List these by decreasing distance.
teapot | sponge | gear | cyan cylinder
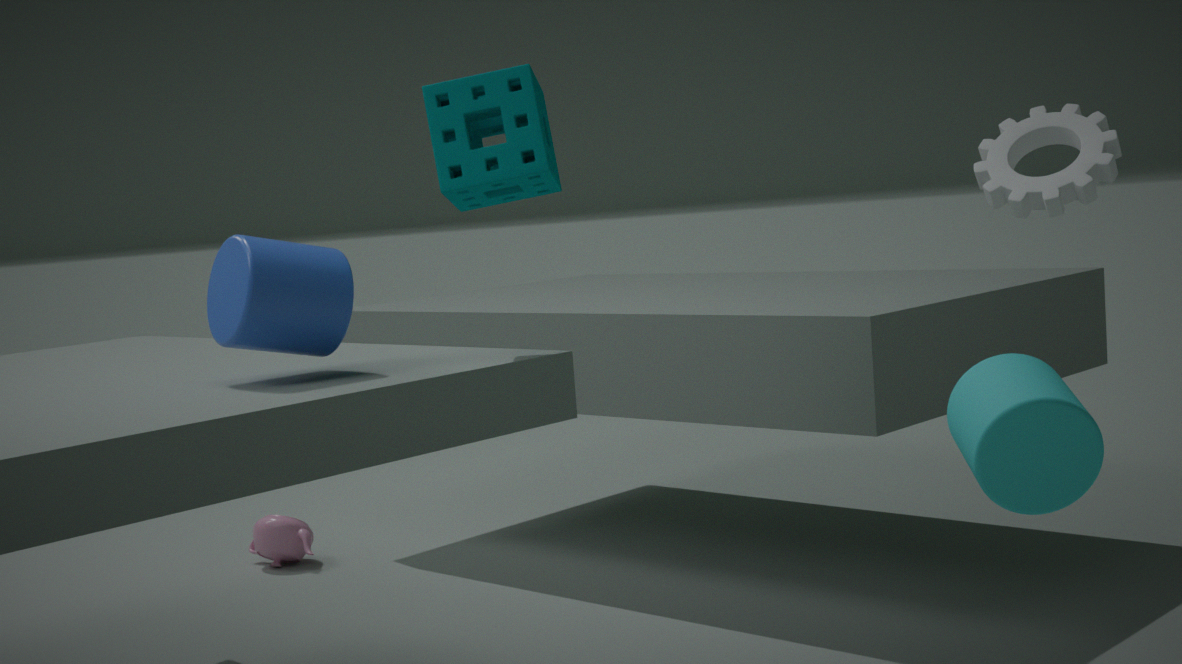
teapot, gear, sponge, cyan cylinder
